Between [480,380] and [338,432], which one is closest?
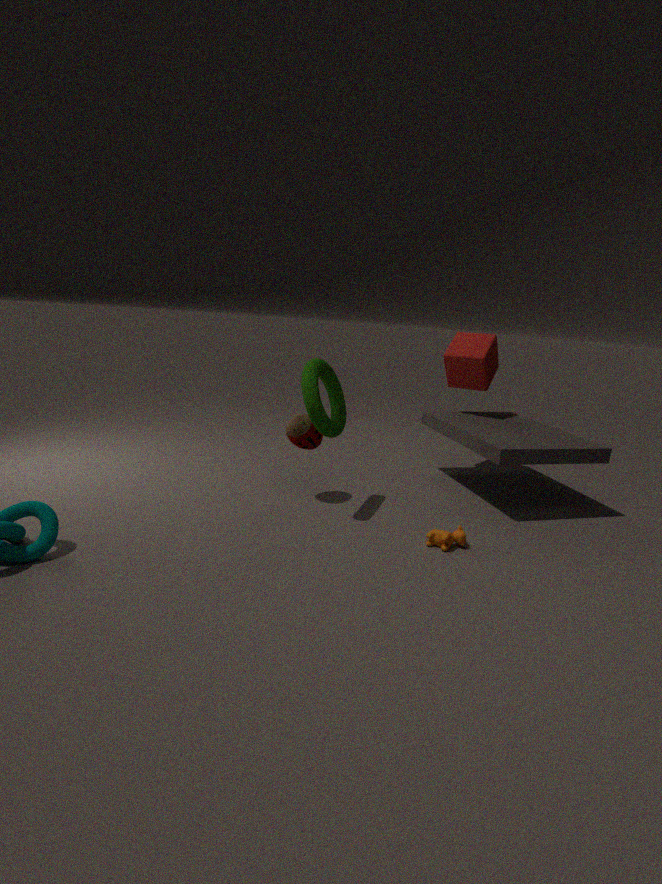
[338,432]
